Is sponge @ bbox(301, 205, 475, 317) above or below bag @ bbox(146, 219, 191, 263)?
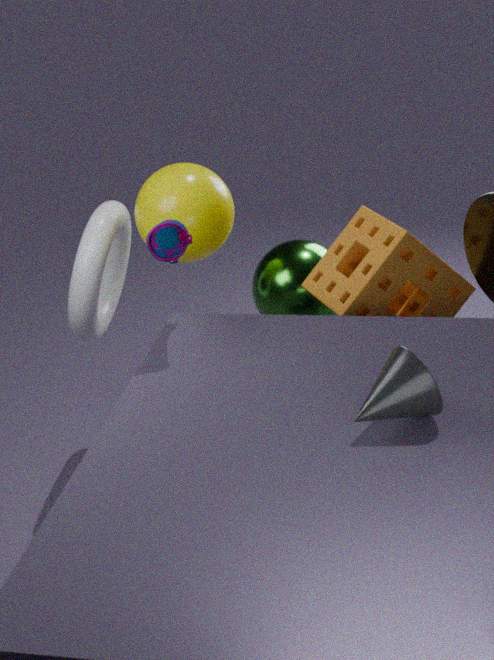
below
